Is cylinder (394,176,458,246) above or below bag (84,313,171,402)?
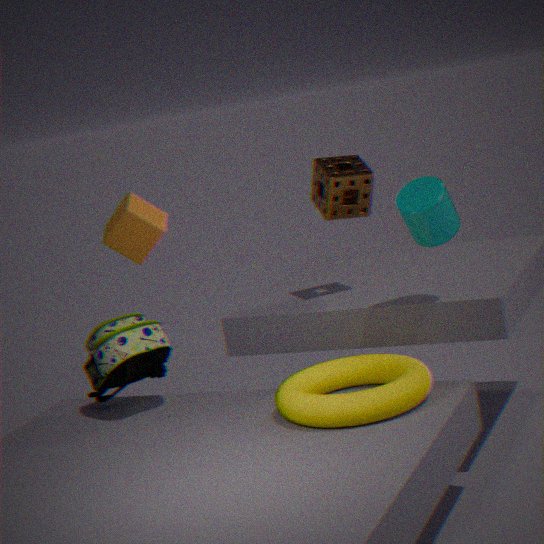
above
